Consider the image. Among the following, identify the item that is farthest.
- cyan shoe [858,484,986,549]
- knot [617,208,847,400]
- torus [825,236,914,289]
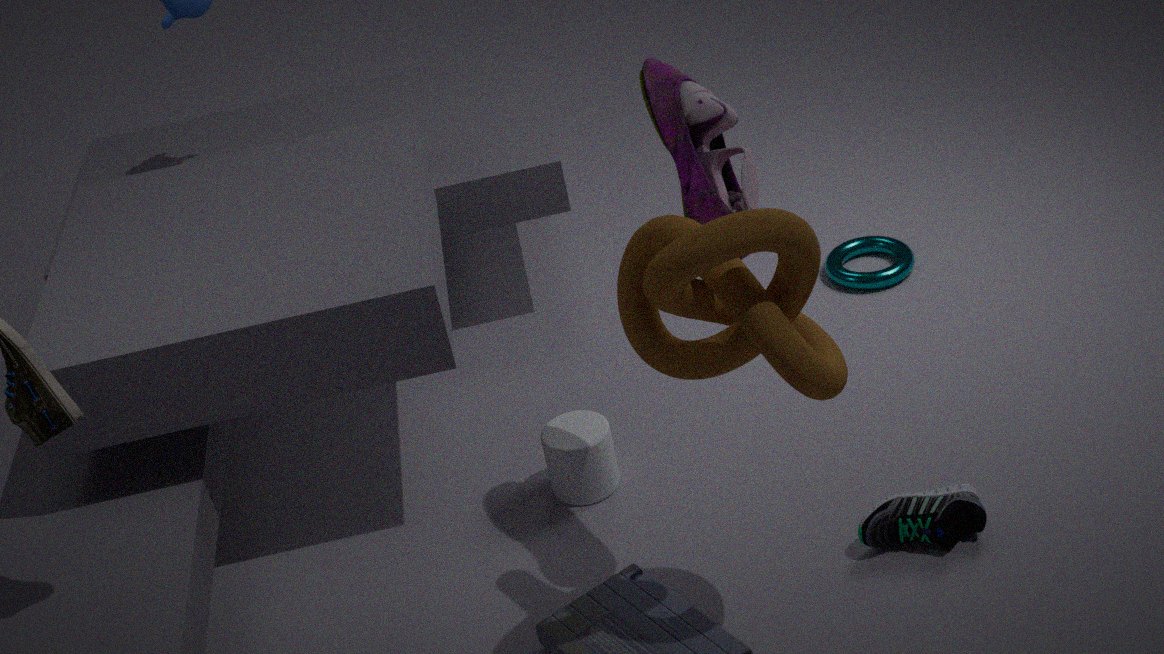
torus [825,236,914,289]
